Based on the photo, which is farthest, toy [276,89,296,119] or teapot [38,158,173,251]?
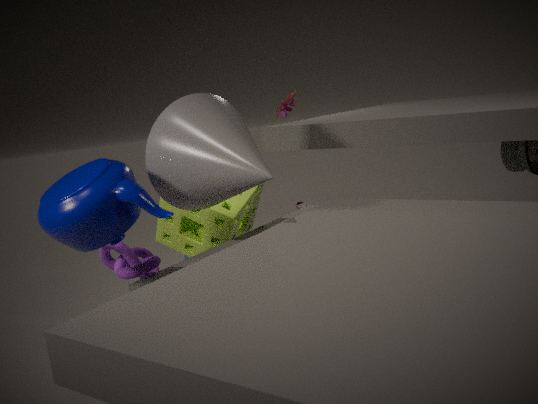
toy [276,89,296,119]
